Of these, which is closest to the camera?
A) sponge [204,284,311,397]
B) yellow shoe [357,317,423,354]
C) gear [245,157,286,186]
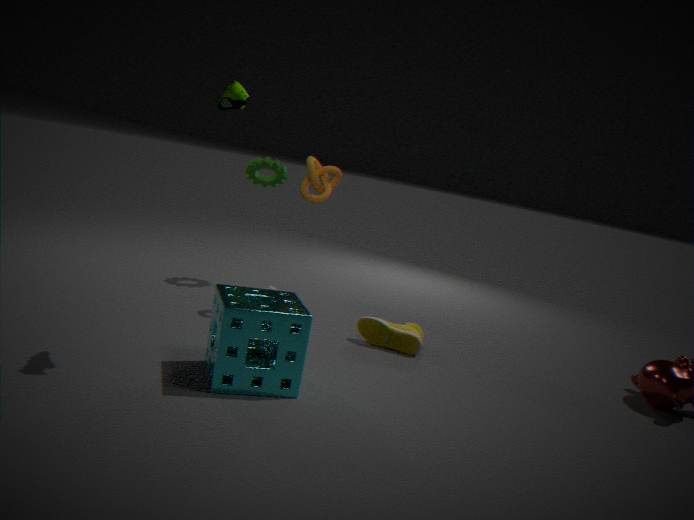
sponge [204,284,311,397]
